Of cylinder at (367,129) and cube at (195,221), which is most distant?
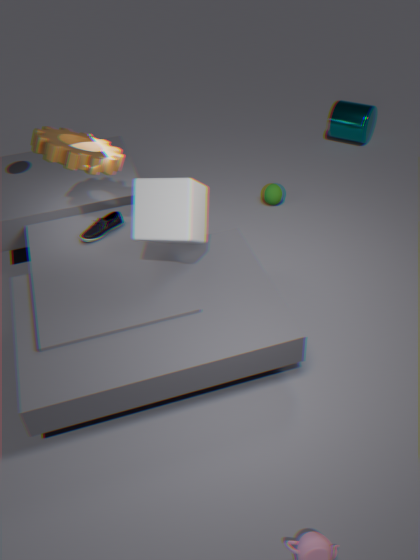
cylinder at (367,129)
